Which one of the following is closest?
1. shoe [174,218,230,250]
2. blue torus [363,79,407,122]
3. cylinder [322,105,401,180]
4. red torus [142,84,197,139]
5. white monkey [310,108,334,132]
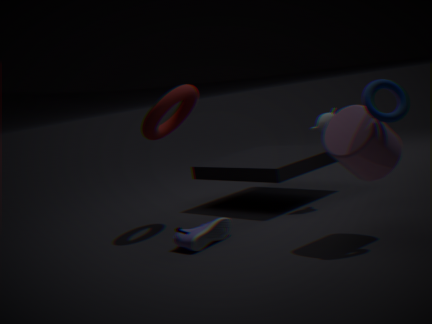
A: blue torus [363,79,407,122]
